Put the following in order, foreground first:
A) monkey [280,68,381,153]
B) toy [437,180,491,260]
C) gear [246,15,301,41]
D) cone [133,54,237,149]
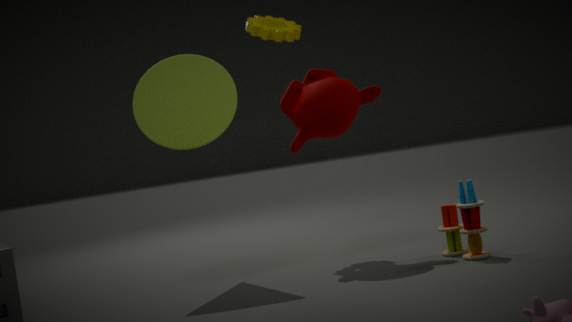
toy [437,180,491,260], cone [133,54,237,149], monkey [280,68,381,153], gear [246,15,301,41]
